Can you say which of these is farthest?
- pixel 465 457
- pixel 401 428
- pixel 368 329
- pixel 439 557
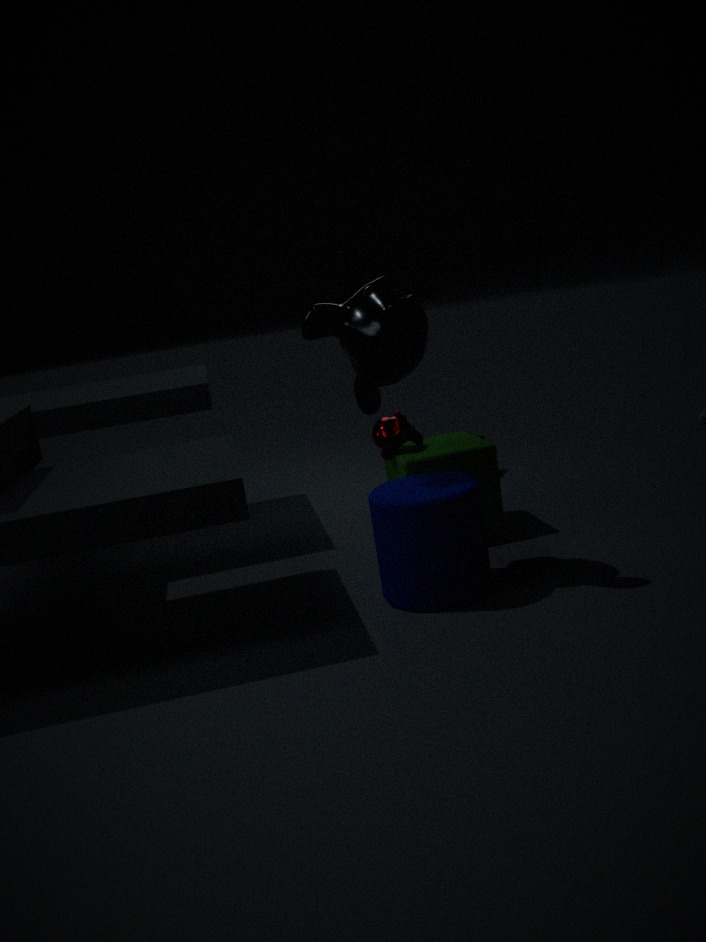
pixel 401 428
